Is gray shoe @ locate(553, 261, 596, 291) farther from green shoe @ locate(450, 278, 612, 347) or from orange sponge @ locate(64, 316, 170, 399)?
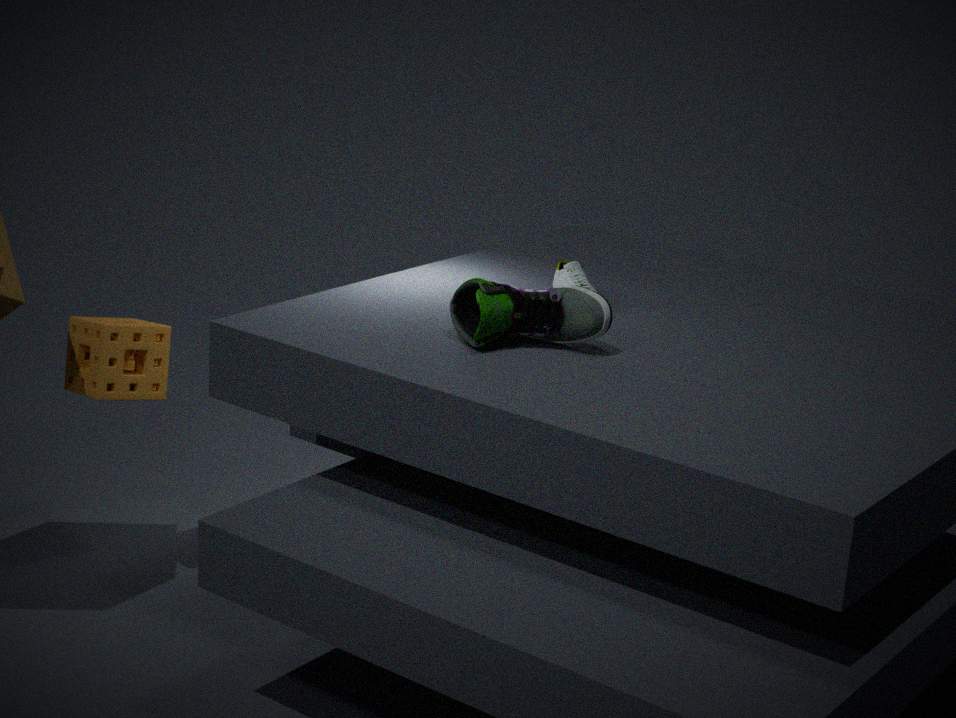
orange sponge @ locate(64, 316, 170, 399)
